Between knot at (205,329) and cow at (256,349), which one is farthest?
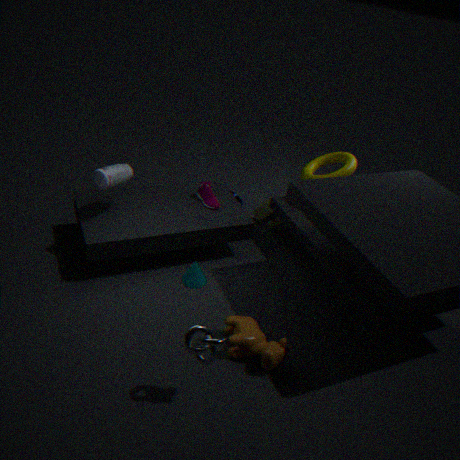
cow at (256,349)
